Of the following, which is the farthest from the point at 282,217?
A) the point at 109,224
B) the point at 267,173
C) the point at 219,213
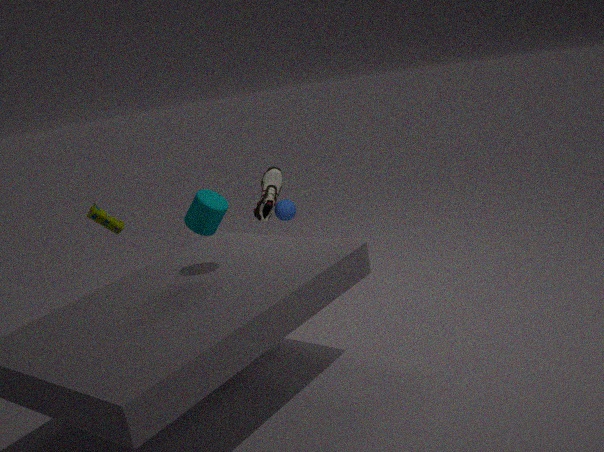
the point at 219,213
